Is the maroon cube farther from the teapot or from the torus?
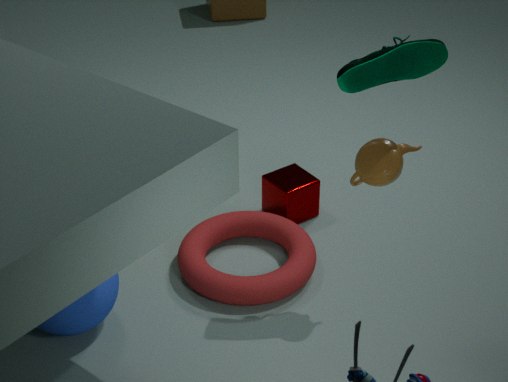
the teapot
